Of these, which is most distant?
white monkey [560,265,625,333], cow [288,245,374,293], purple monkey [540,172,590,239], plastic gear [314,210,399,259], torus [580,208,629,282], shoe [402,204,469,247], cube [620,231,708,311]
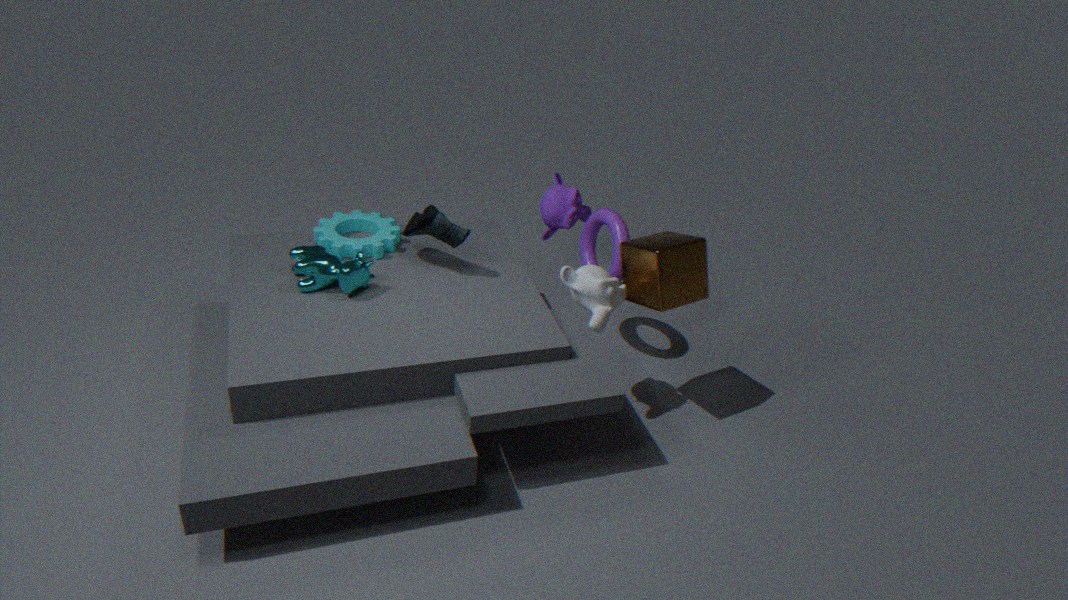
purple monkey [540,172,590,239]
